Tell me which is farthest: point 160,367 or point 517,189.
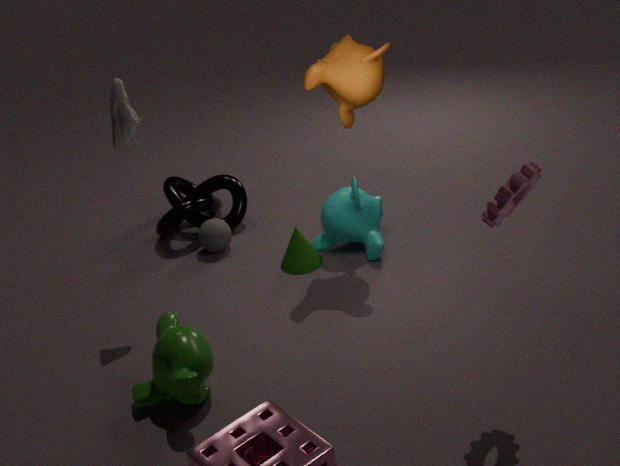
point 160,367
